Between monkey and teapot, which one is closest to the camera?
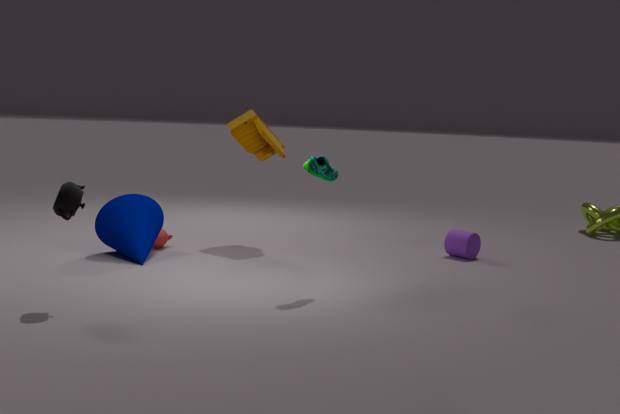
teapot
